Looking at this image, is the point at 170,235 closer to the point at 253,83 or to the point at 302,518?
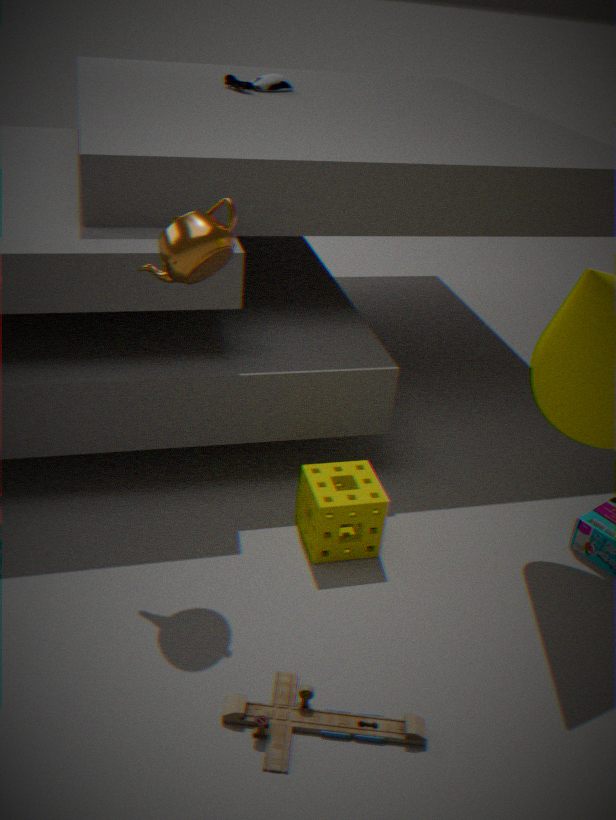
the point at 302,518
